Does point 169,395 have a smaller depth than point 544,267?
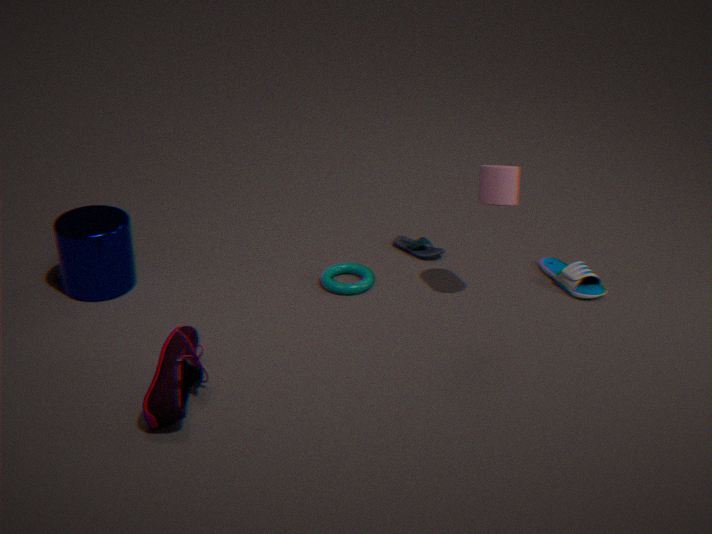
Yes
